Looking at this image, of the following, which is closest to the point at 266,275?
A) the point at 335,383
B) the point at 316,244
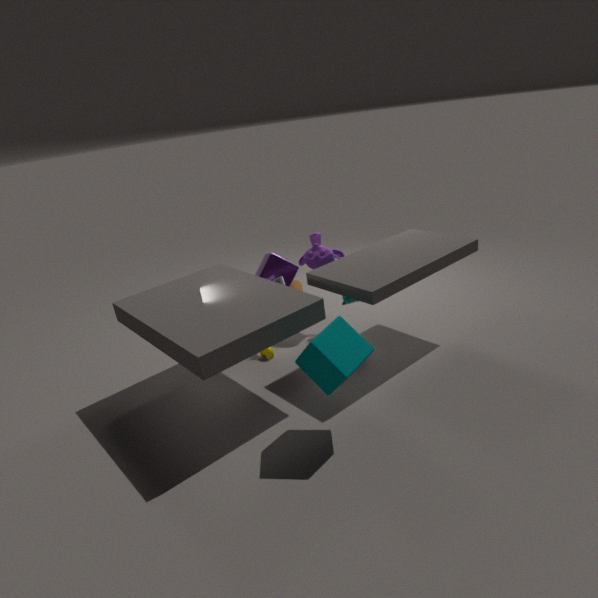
the point at 316,244
